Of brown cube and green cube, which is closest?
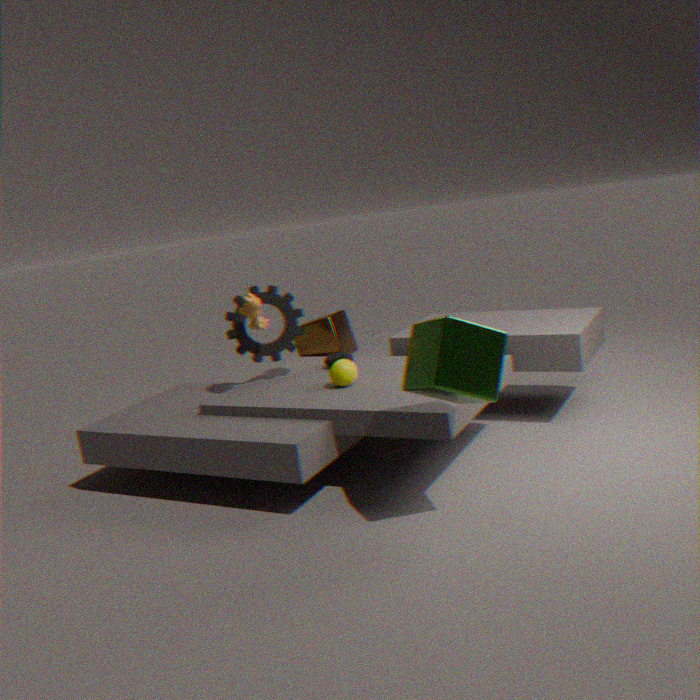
green cube
